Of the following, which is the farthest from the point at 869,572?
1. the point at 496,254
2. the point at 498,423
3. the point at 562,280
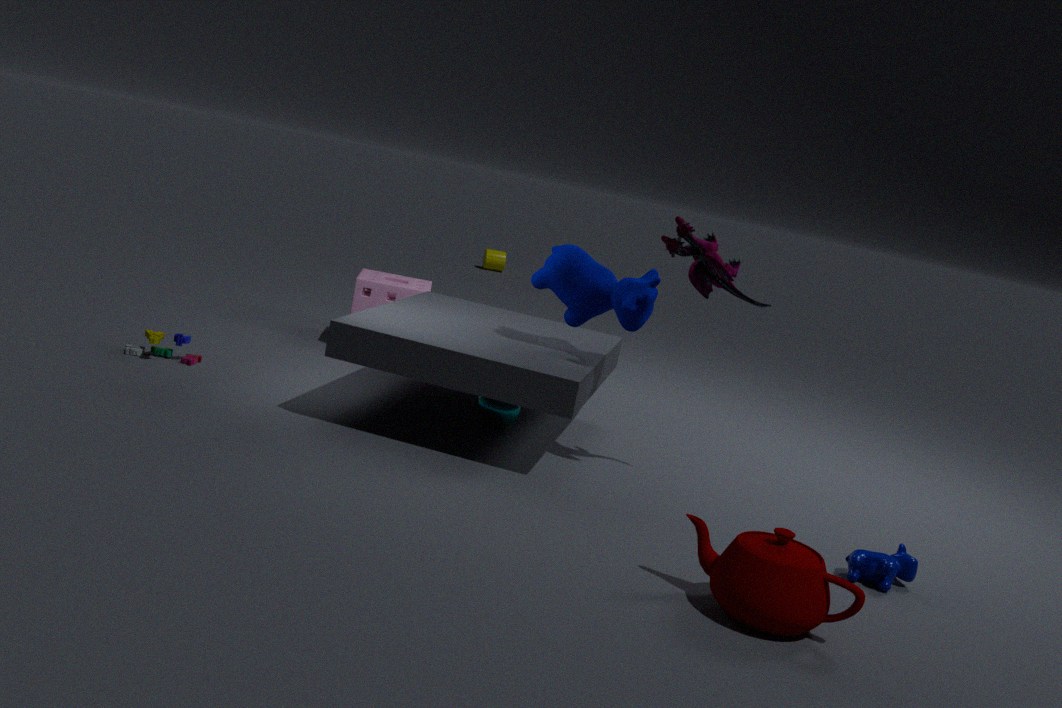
the point at 496,254
